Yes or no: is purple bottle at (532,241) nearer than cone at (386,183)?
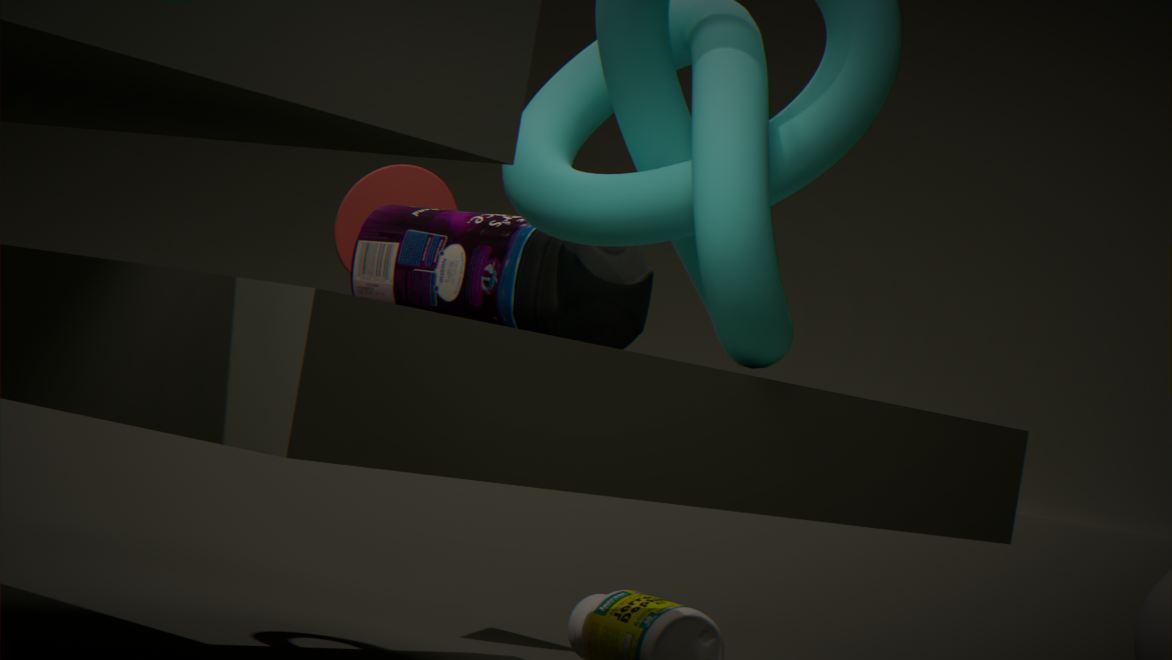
Yes
